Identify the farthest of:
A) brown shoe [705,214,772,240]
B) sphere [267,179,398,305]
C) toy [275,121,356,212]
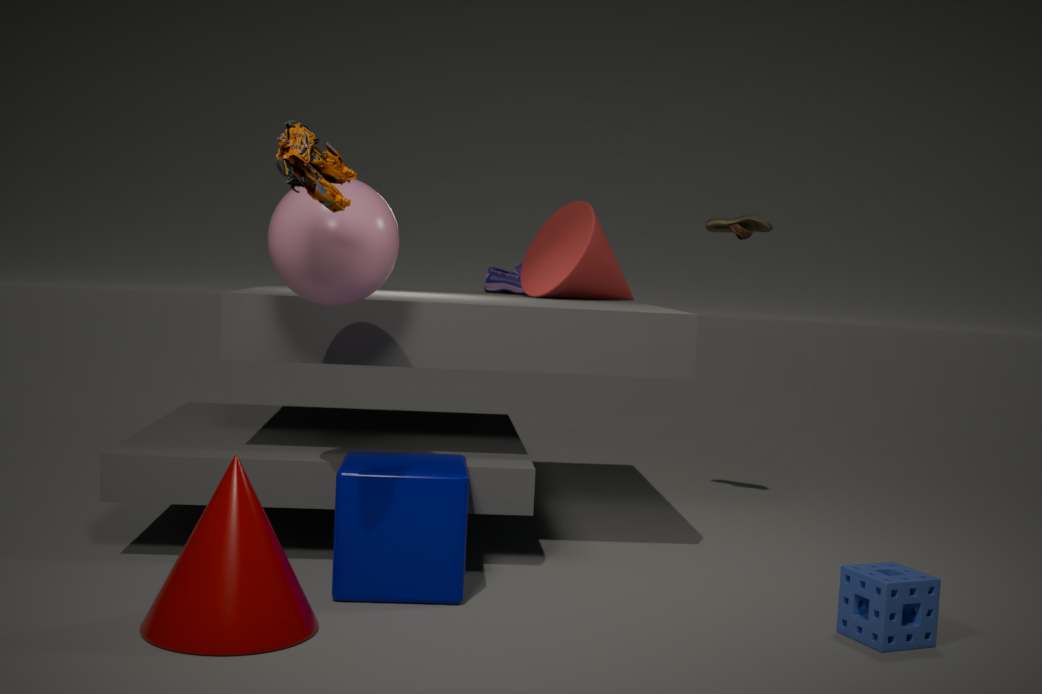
brown shoe [705,214,772,240]
